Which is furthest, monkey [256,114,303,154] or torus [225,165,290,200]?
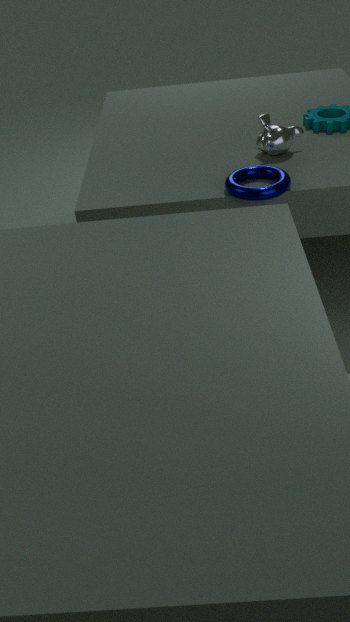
monkey [256,114,303,154]
